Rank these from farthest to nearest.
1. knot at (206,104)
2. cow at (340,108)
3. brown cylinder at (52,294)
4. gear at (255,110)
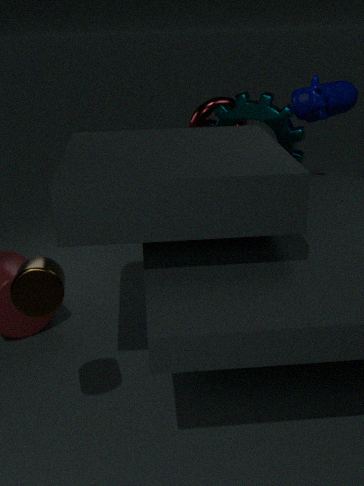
knot at (206,104) < cow at (340,108) < gear at (255,110) < brown cylinder at (52,294)
